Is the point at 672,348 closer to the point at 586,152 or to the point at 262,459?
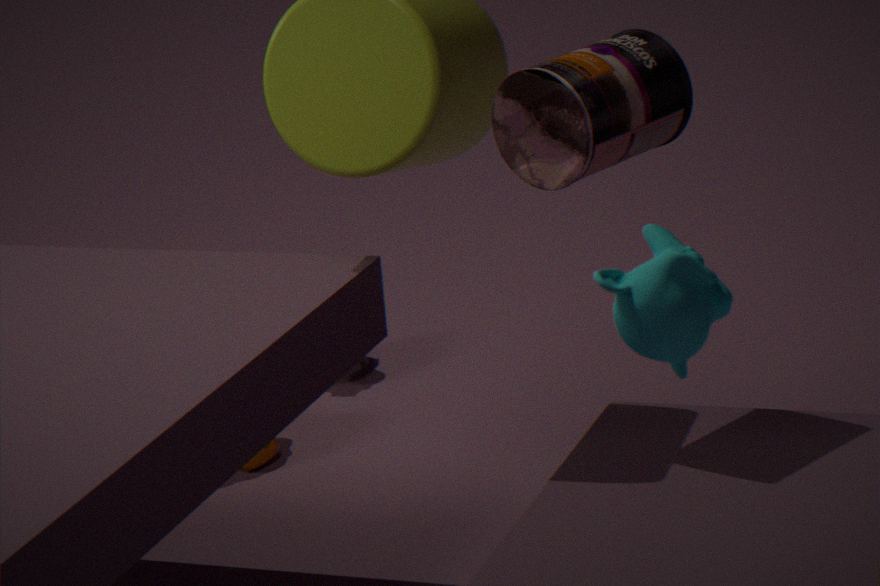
the point at 586,152
